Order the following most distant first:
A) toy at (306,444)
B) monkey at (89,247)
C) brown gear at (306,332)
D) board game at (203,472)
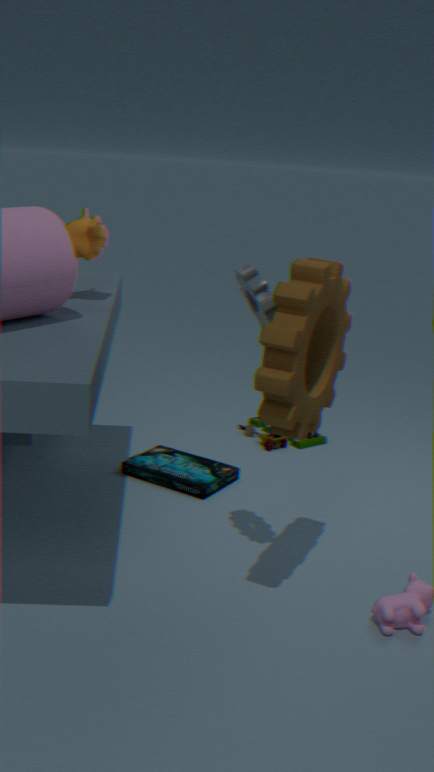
A. toy at (306,444) → D. board game at (203,472) → B. monkey at (89,247) → C. brown gear at (306,332)
